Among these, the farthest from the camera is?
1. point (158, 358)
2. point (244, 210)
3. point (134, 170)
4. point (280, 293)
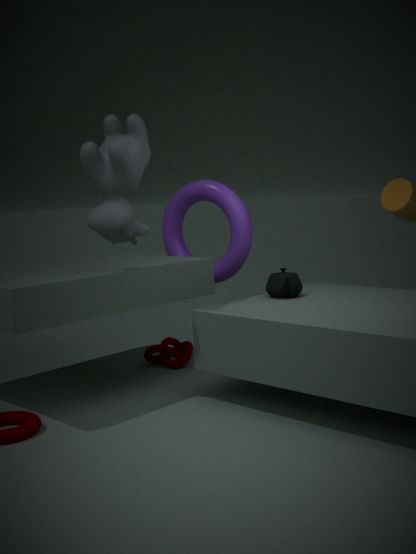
point (158, 358)
